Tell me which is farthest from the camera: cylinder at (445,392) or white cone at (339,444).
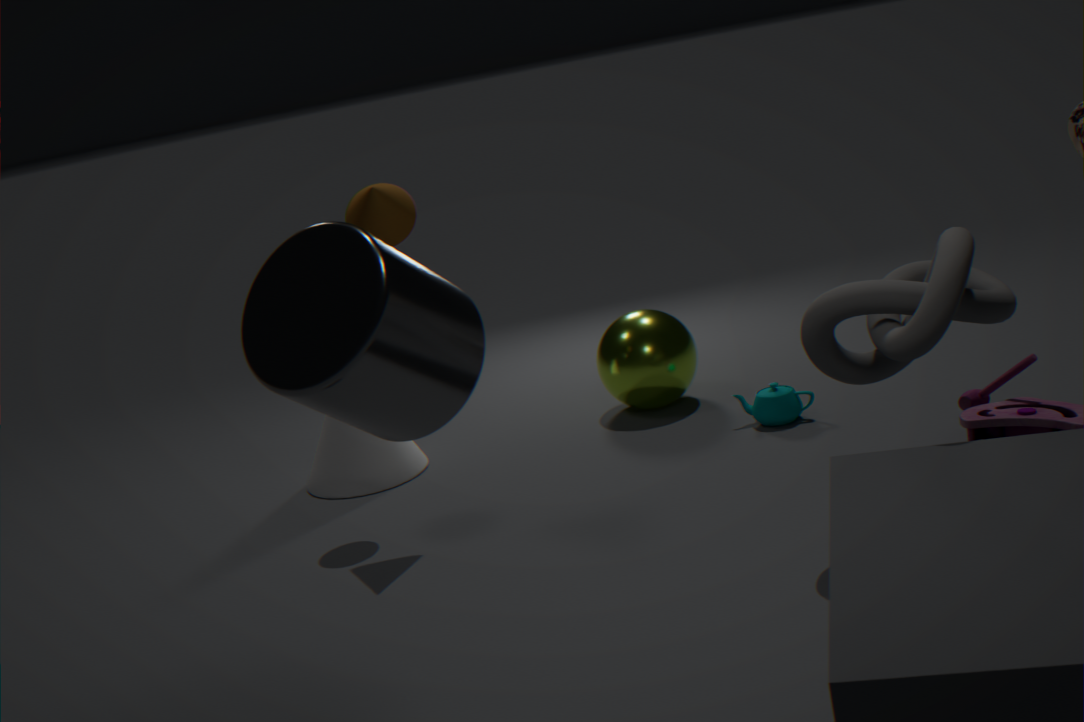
white cone at (339,444)
